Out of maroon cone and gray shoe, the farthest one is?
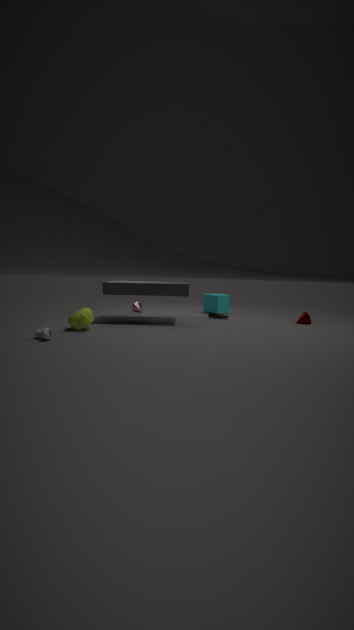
maroon cone
